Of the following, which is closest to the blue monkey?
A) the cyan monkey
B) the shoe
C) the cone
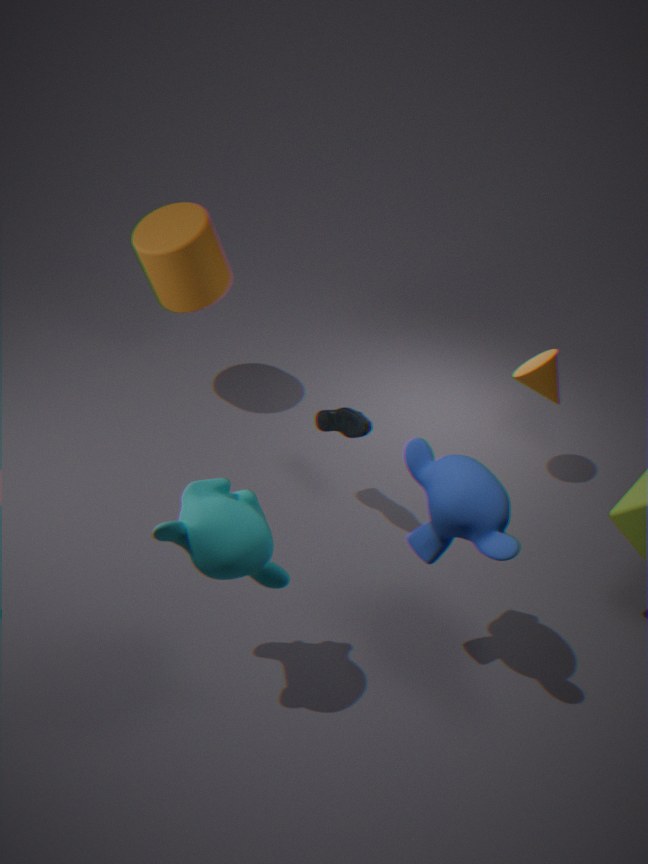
the cyan monkey
